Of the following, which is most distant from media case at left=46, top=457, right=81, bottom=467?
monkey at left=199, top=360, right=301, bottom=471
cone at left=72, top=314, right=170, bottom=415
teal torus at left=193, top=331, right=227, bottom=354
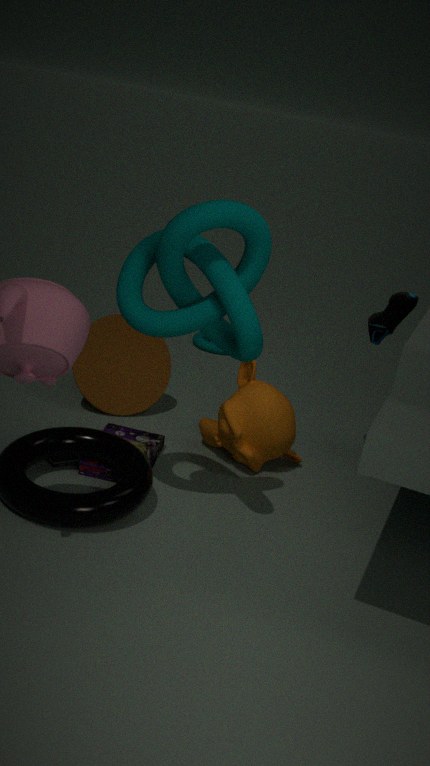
teal torus at left=193, top=331, right=227, bottom=354
